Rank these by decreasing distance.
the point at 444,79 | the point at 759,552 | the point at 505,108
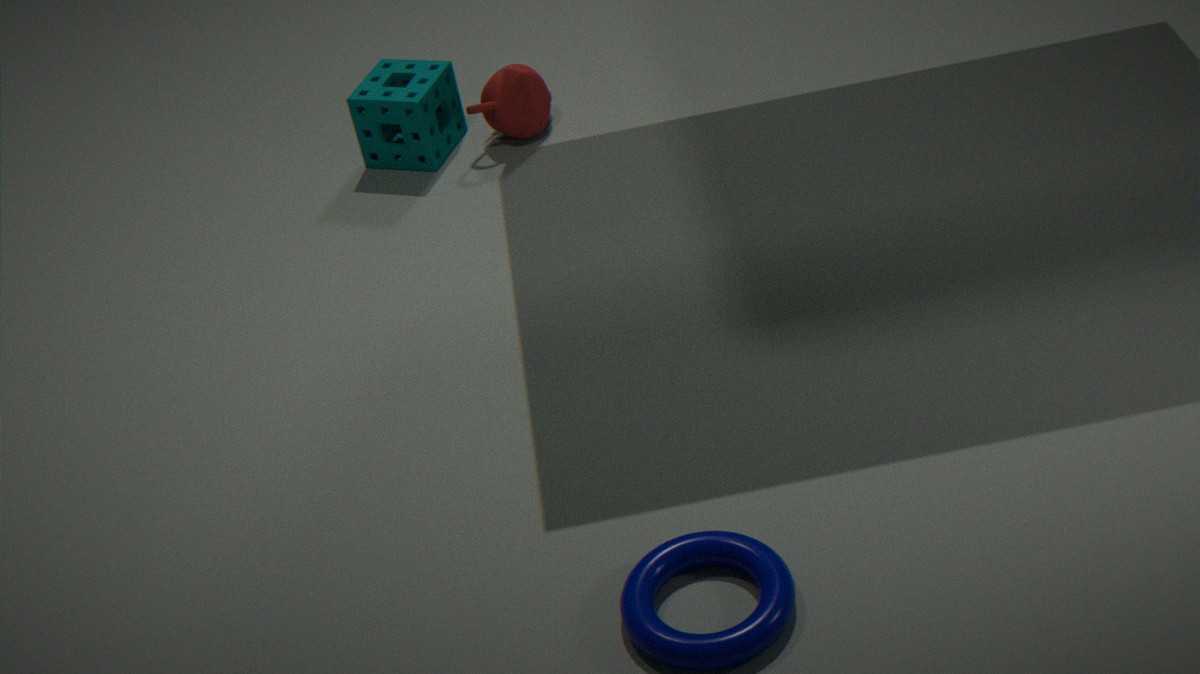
the point at 444,79, the point at 505,108, the point at 759,552
